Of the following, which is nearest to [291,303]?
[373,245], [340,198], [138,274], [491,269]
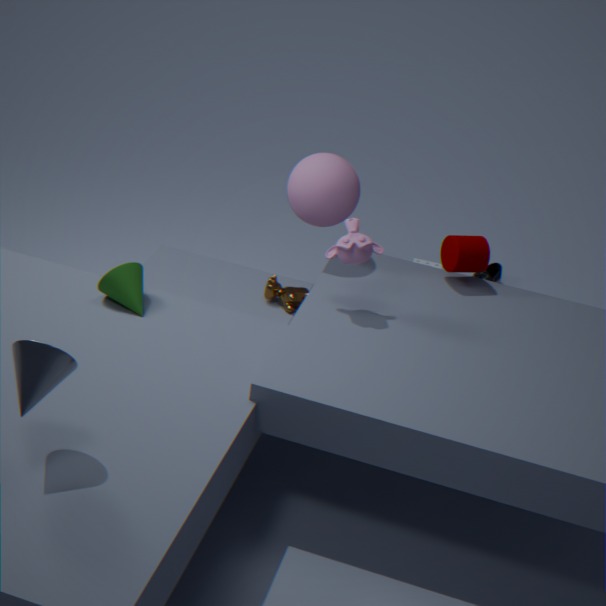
[340,198]
